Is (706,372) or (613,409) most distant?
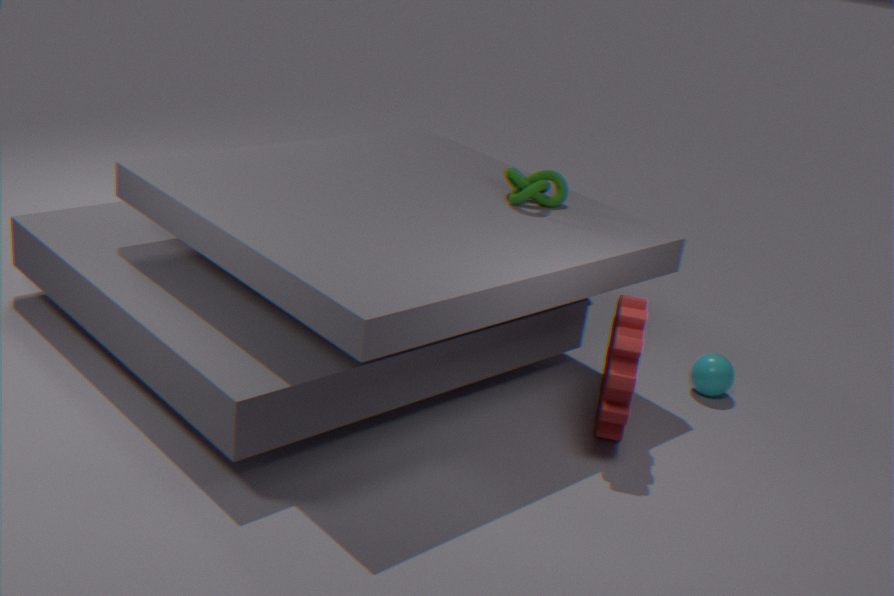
(706,372)
